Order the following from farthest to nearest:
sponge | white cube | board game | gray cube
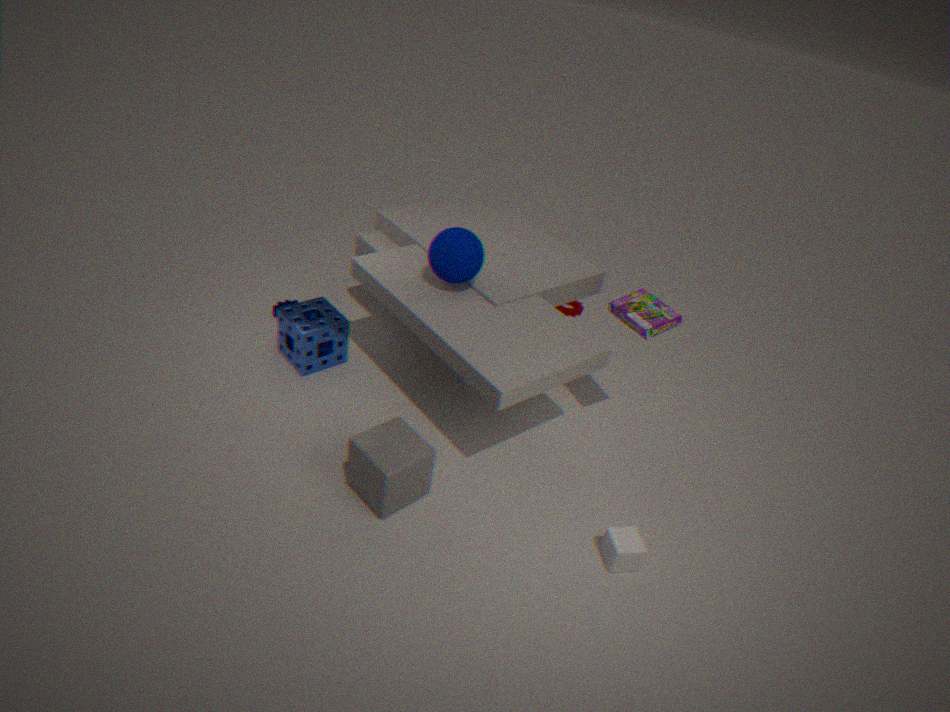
1. sponge
2. board game
3. white cube
4. gray cube
